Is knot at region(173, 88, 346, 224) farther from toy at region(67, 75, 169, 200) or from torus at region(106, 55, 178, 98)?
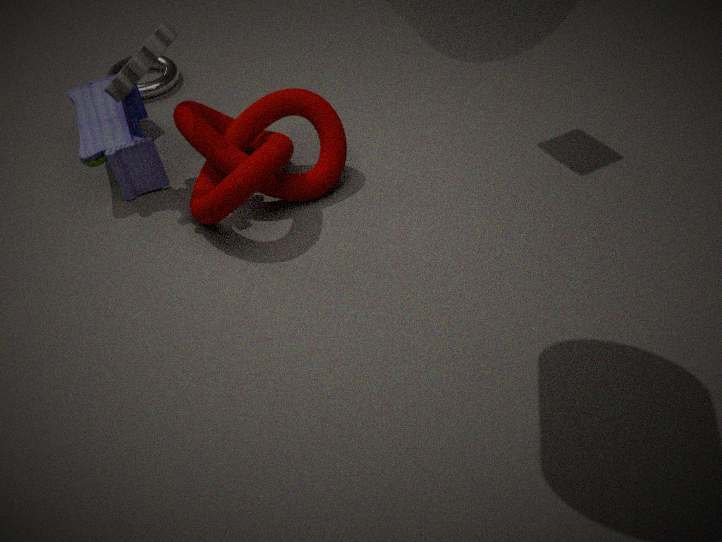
torus at region(106, 55, 178, 98)
